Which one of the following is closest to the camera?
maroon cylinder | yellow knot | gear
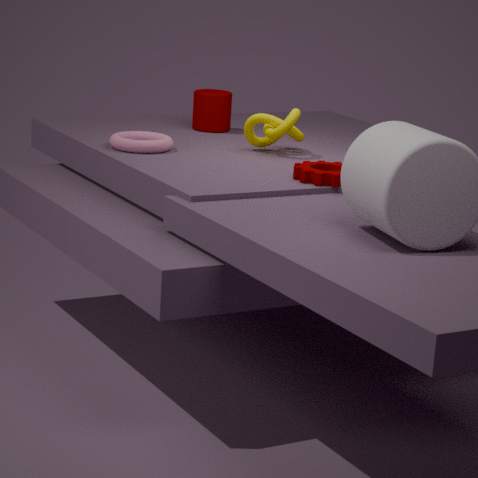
gear
